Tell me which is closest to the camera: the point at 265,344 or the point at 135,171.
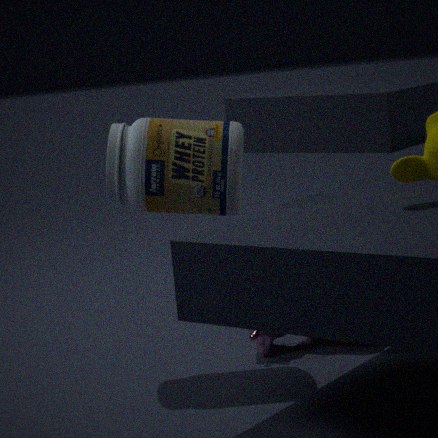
the point at 135,171
